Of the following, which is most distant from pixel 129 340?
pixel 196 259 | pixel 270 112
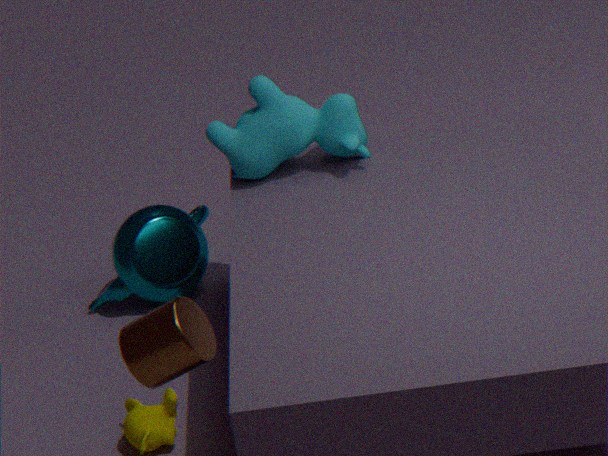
pixel 196 259
